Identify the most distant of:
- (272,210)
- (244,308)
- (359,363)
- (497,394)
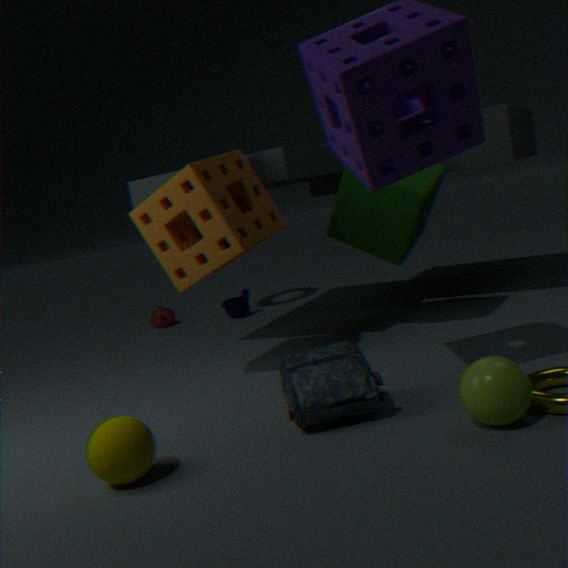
(244,308)
